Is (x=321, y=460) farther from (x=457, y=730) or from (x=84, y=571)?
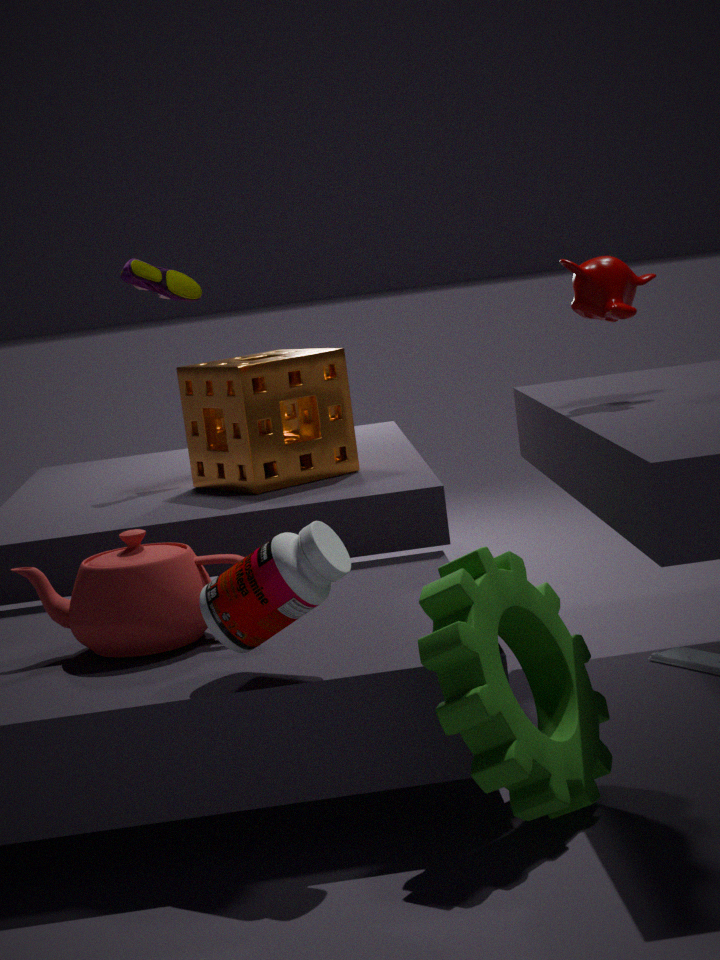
(x=457, y=730)
